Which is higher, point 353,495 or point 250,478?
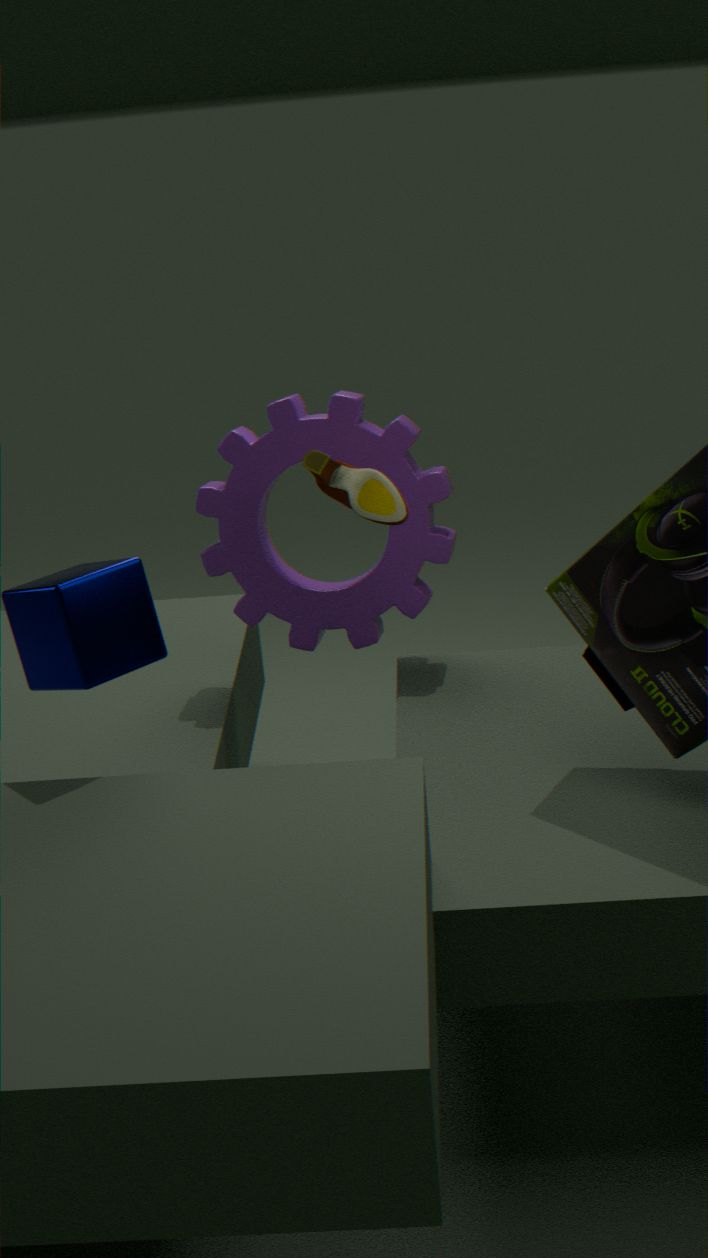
point 353,495
